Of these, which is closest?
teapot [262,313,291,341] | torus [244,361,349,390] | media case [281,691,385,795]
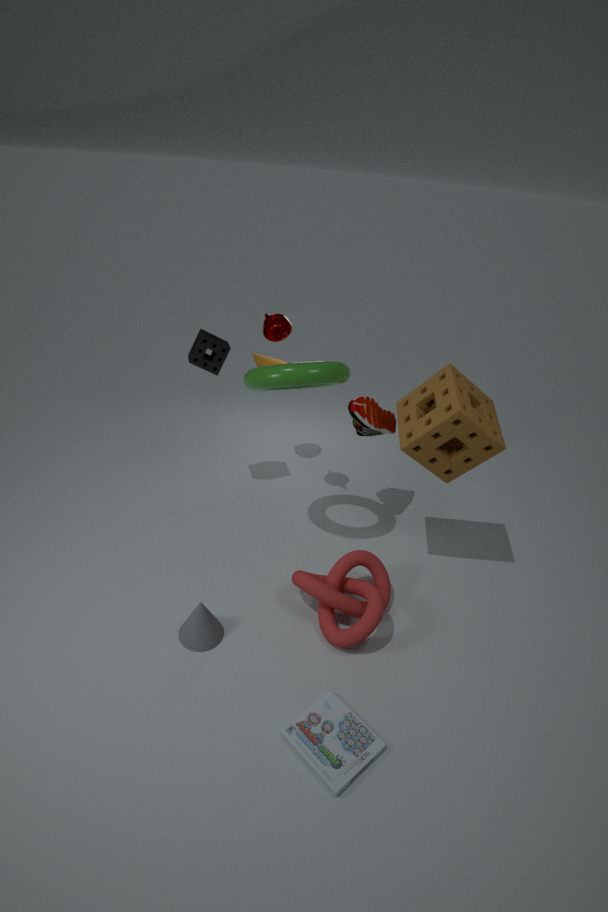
media case [281,691,385,795]
